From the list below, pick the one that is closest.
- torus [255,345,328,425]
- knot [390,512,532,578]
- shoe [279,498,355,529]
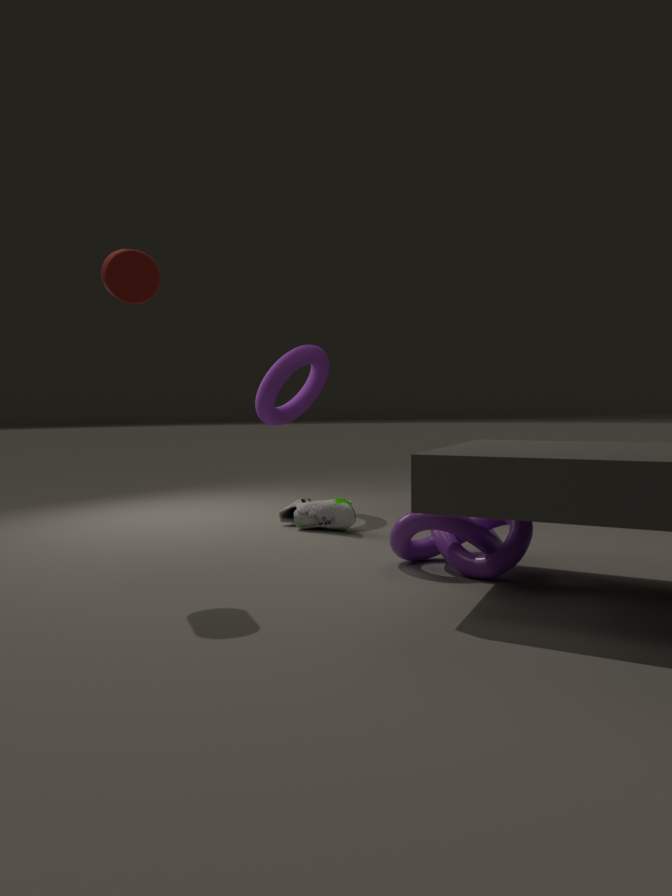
knot [390,512,532,578]
